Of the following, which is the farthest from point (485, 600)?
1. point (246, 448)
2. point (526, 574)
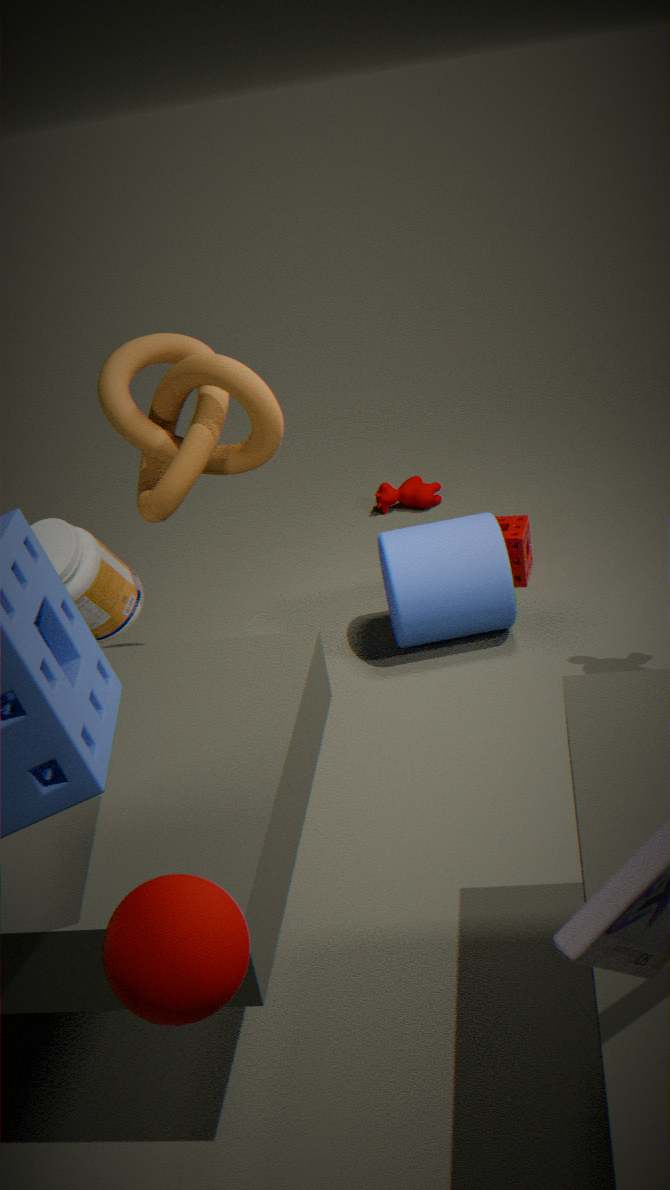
point (246, 448)
